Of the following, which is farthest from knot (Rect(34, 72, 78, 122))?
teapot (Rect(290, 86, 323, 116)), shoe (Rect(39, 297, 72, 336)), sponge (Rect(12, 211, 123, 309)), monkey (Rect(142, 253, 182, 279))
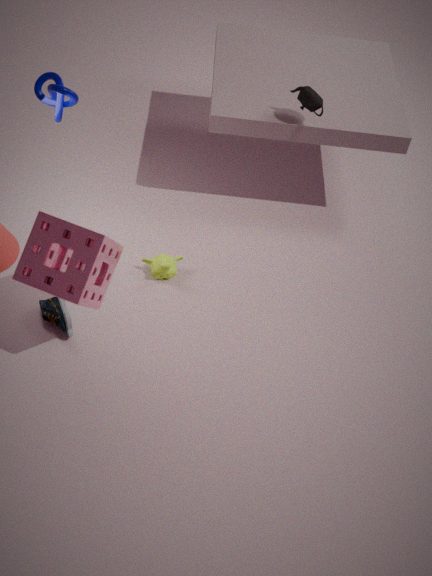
teapot (Rect(290, 86, 323, 116))
